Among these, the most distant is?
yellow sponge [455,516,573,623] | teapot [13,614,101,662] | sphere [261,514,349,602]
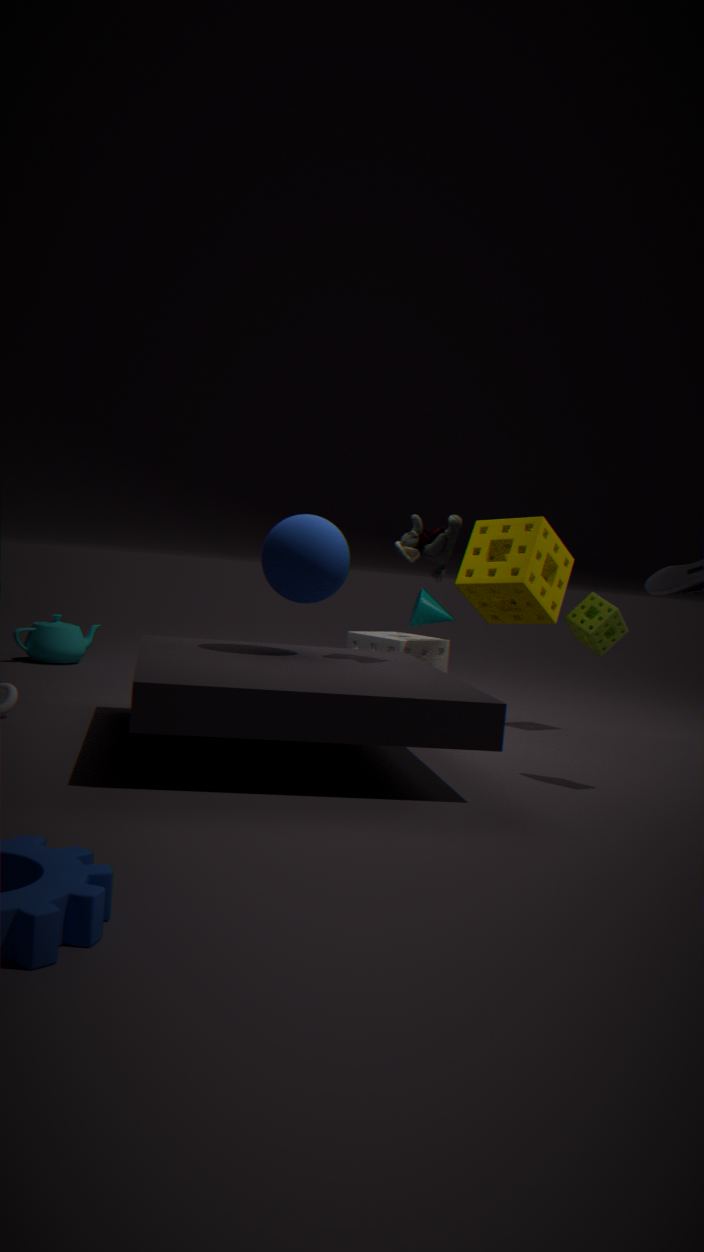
teapot [13,614,101,662]
